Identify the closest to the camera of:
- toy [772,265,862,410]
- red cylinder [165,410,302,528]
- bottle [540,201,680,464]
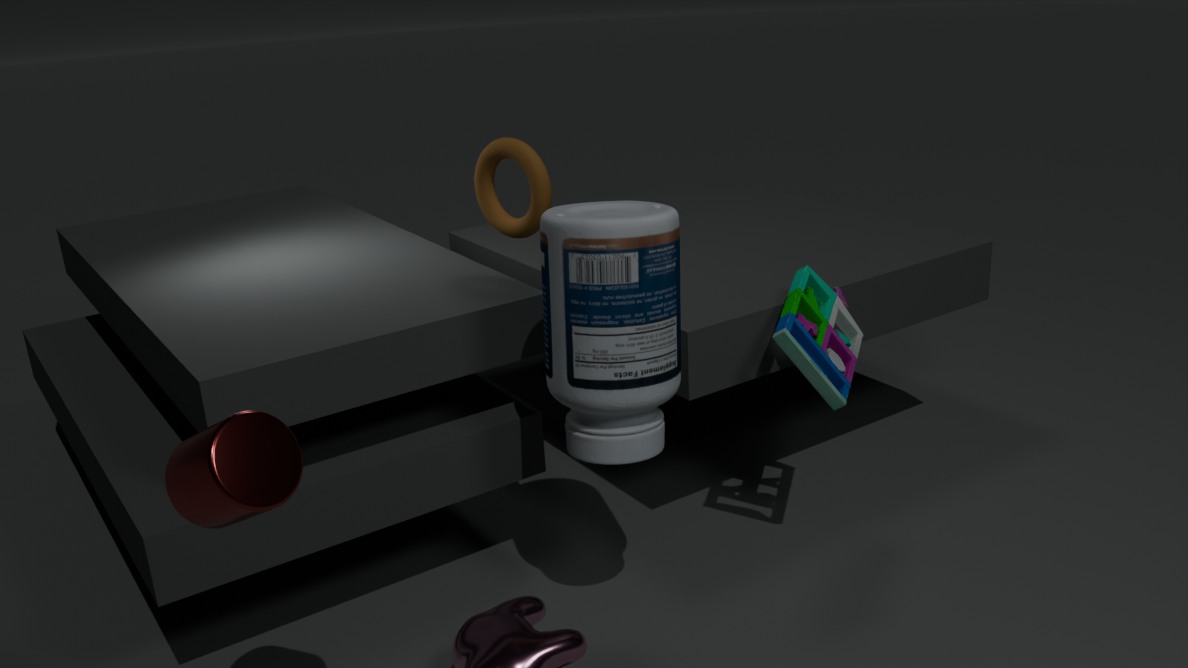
red cylinder [165,410,302,528]
